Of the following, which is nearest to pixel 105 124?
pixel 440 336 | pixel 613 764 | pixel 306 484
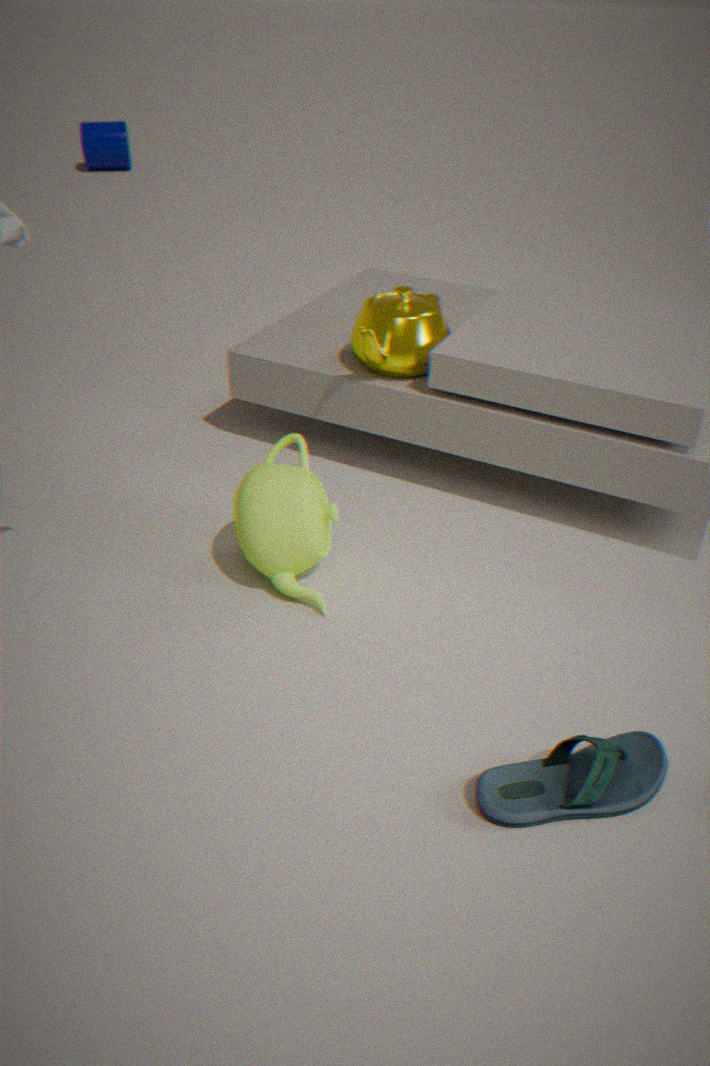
pixel 440 336
